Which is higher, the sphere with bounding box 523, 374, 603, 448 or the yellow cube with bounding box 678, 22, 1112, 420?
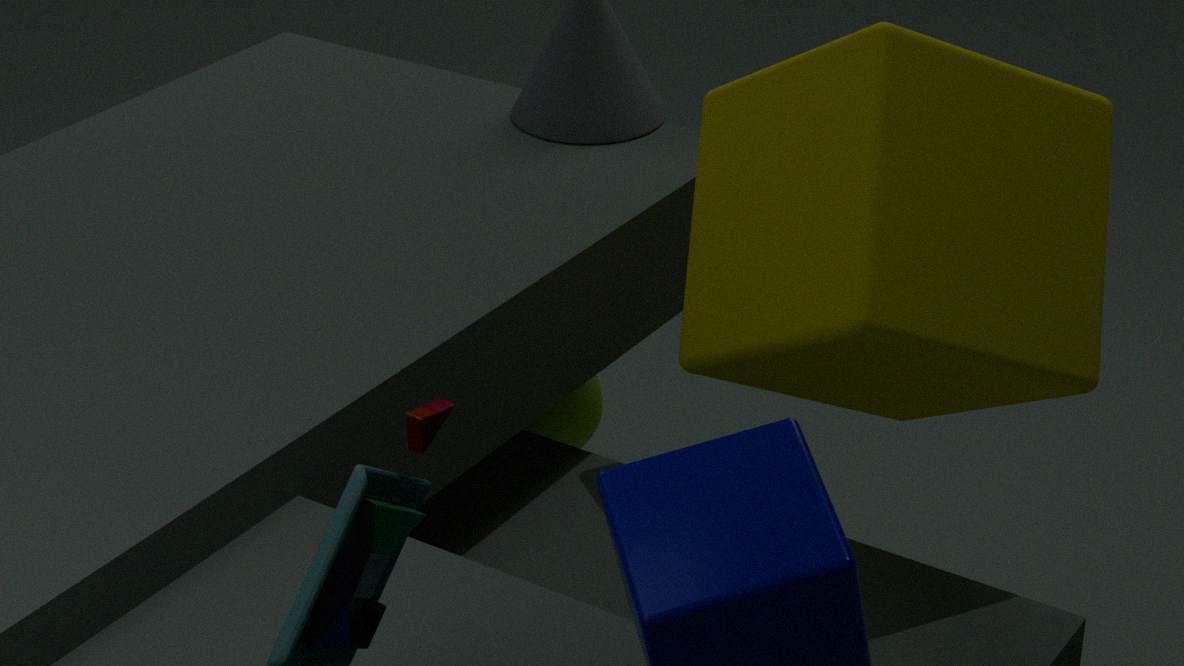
the yellow cube with bounding box 678, 22, 1112, 420
